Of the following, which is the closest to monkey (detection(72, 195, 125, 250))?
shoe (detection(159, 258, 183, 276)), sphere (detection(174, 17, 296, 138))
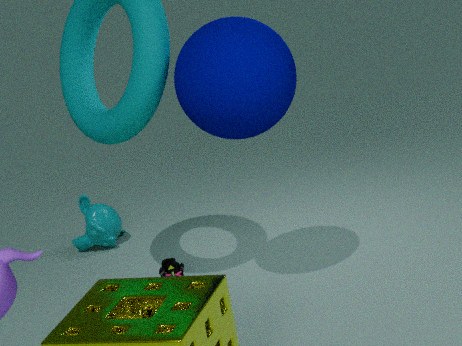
shoe (detection(159, 258, 183, 276))
